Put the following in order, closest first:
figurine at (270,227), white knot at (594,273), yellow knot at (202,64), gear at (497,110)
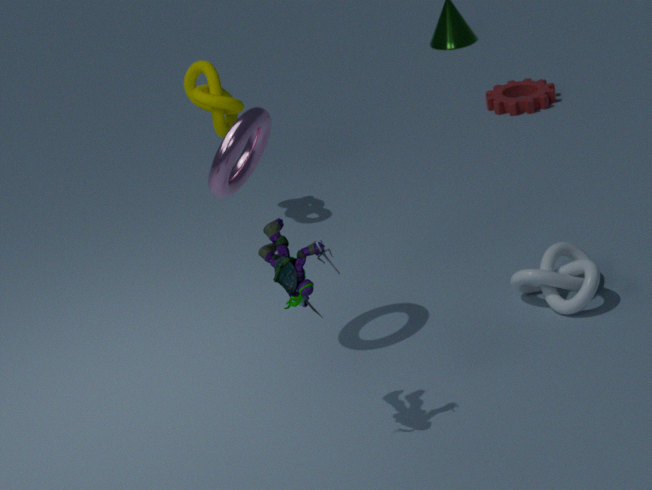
1. figurine at (270,227)
2. white knot at (594,273)
3. yellow knot at (202,64)
4. gear at (497,110)
